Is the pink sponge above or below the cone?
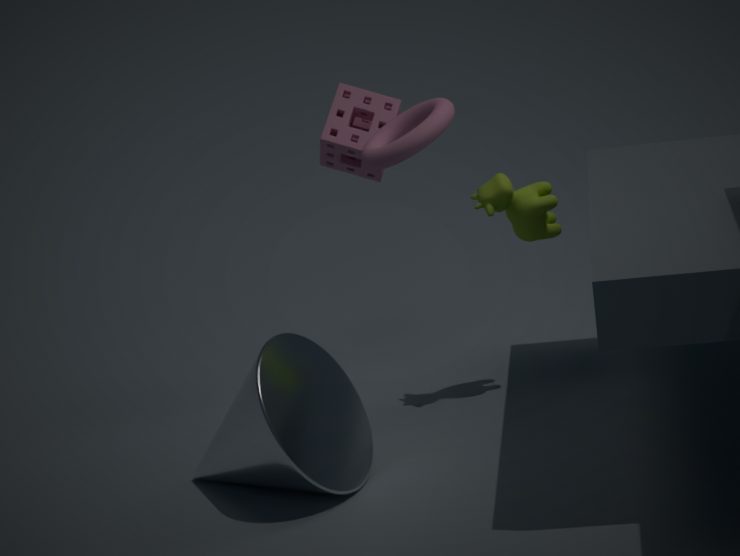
above
